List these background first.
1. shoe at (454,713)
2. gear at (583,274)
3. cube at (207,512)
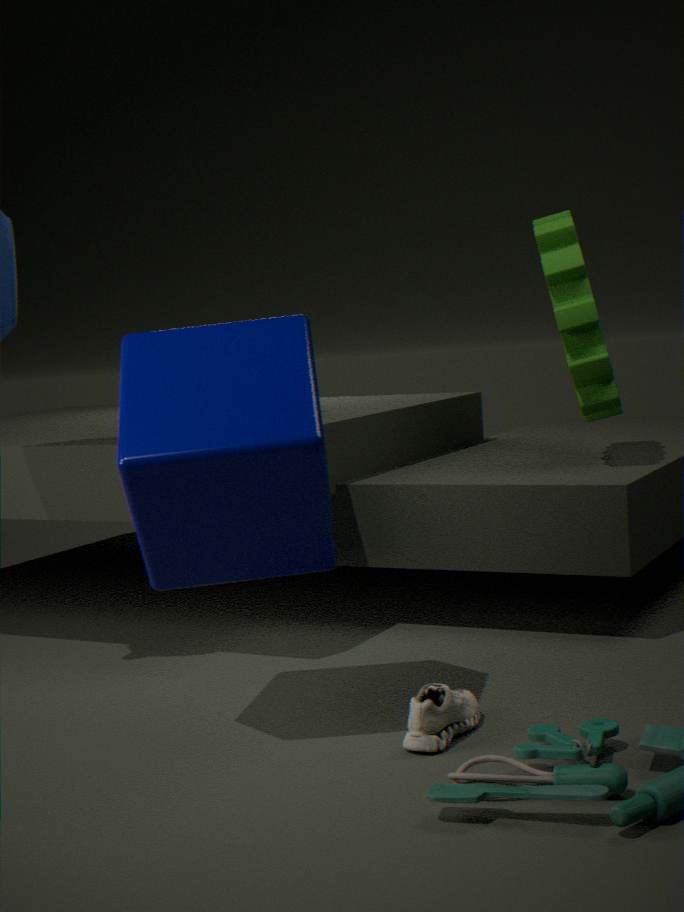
1. gear at (583,274)
2. shoe at (454,713)
3. cube at (207,512)
